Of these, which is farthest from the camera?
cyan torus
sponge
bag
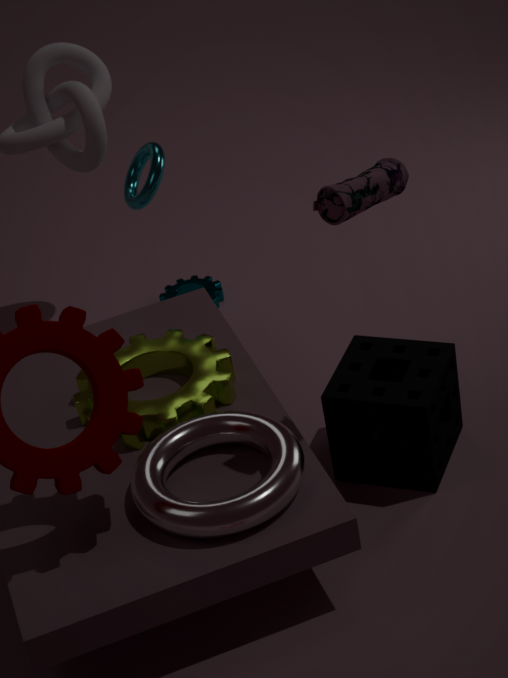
cyan torus
